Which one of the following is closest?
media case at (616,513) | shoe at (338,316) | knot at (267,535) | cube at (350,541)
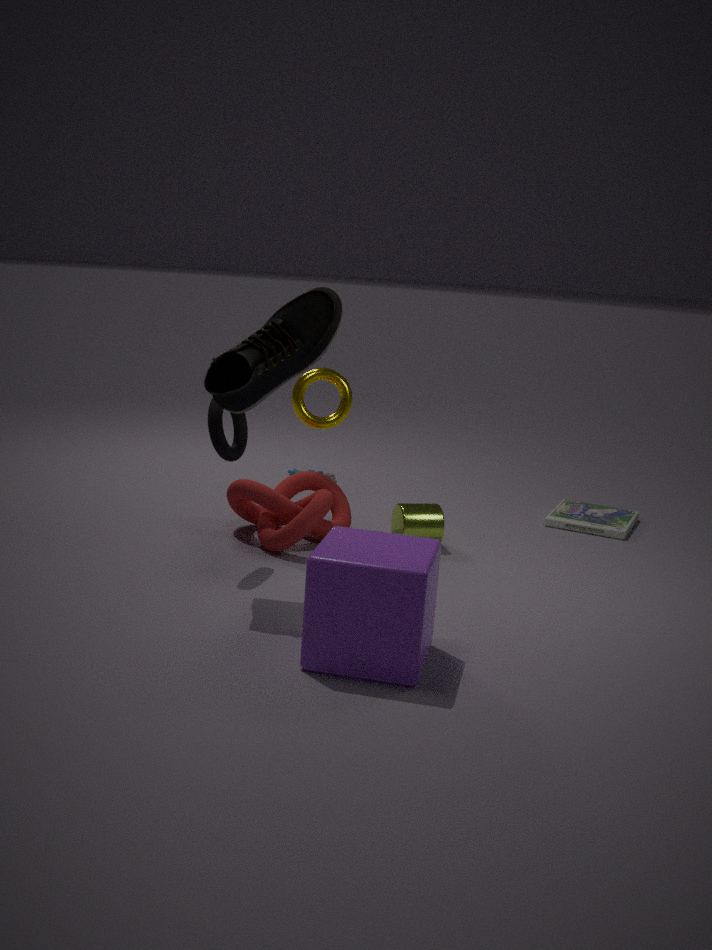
cube at (350,541)
